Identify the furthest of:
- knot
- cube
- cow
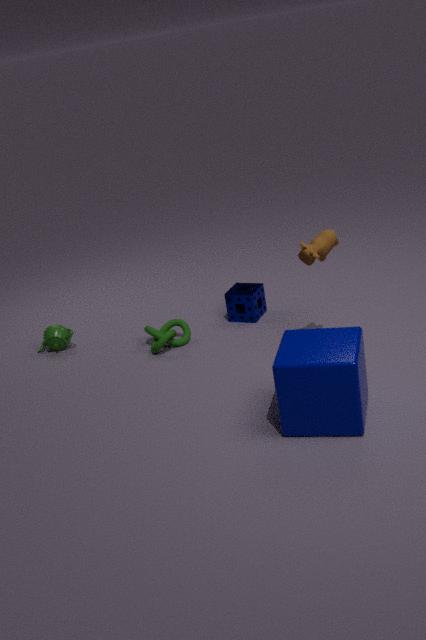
knot
